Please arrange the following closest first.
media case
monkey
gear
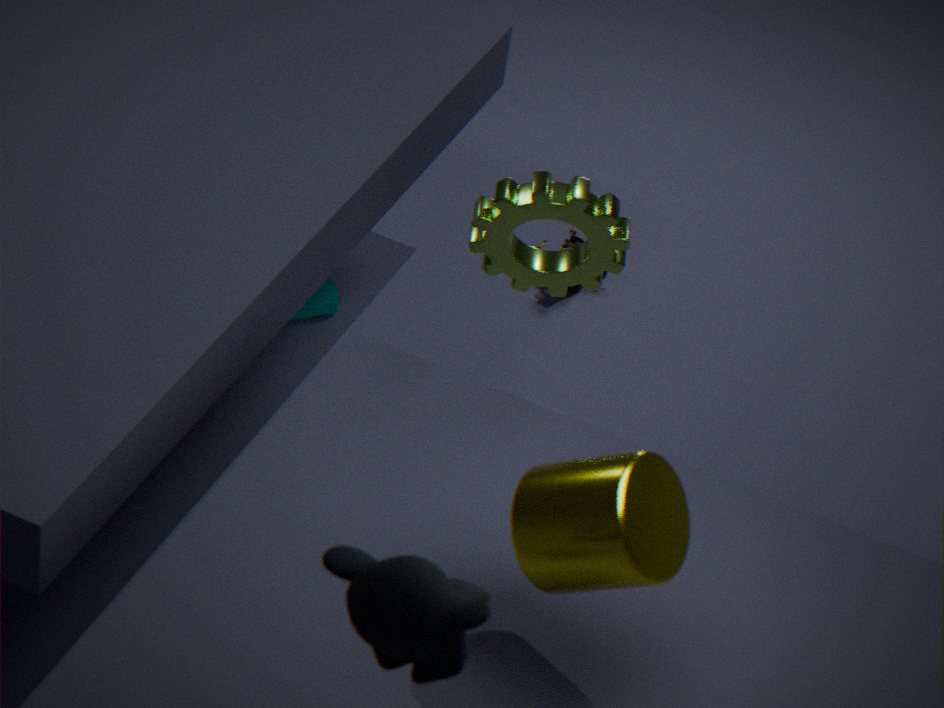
monkey < gear < media case
